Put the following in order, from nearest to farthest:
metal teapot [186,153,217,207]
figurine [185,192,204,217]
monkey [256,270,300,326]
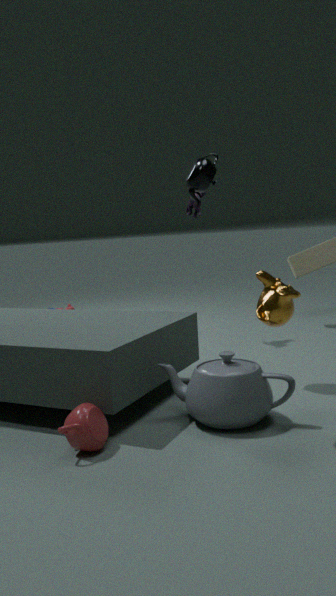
monkey [256,270,300,326] < metal teapot [186,153,217,207] < figurine [185,192,204,217]
